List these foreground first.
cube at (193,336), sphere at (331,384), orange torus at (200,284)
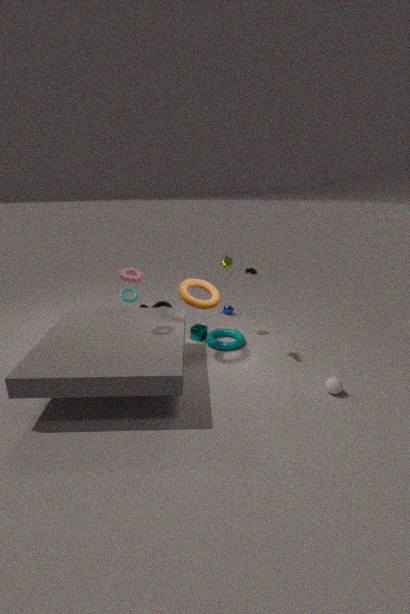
sphere at (331,384), orange torus at (200,284), cube at (193,336)
